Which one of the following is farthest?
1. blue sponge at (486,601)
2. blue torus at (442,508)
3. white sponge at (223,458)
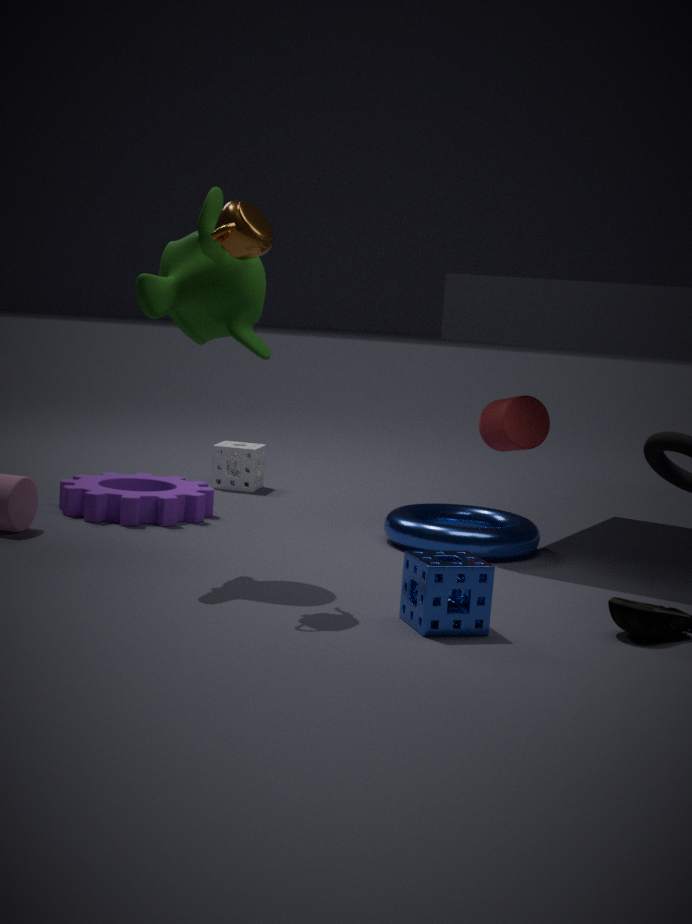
white sponge at (223,458)
